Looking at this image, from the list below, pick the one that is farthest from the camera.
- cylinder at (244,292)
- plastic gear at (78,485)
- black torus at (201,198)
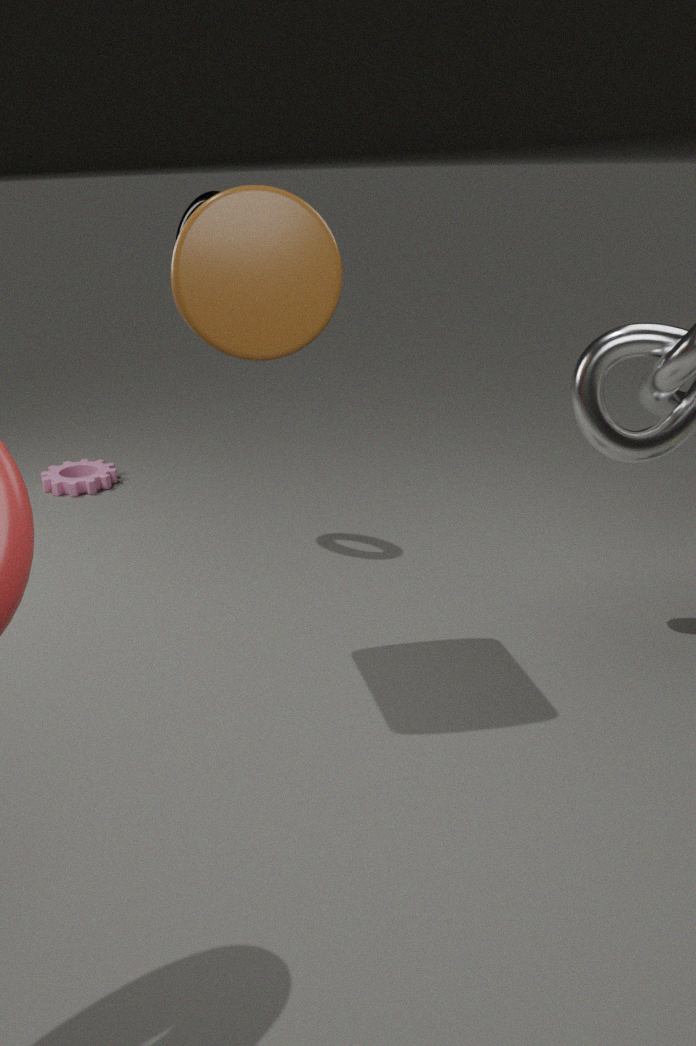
plastic gear at (78,485)
